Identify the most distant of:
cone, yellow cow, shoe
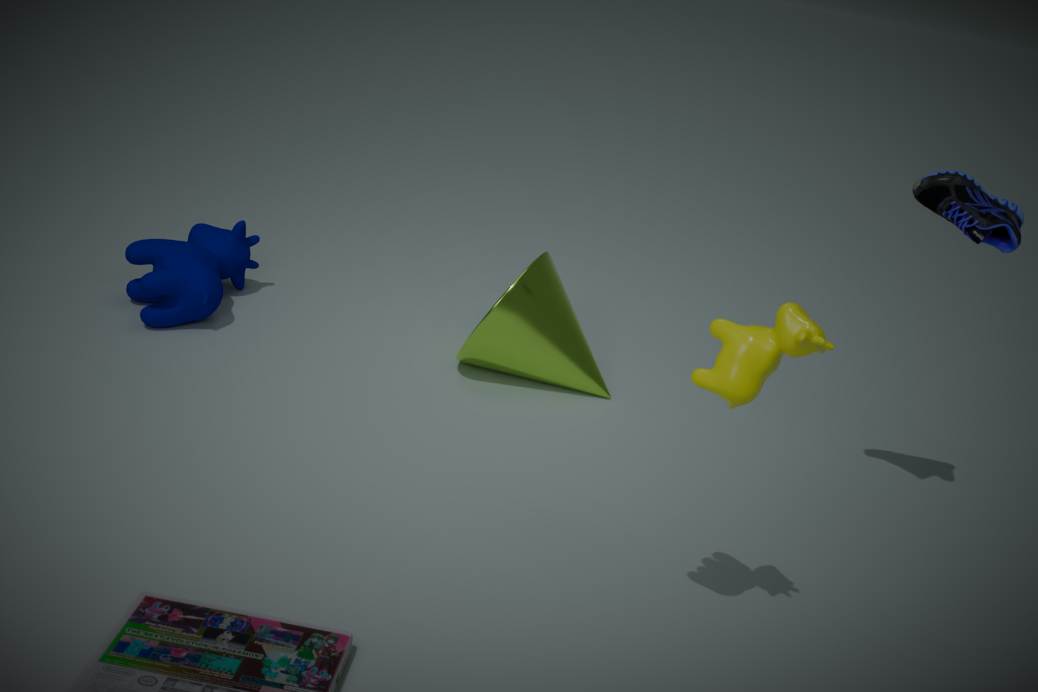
cone
